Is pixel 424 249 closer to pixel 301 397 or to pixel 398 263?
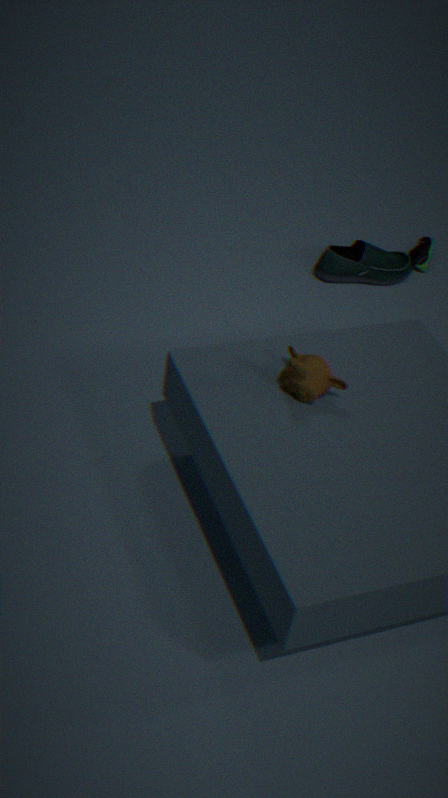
pixel 398 263
